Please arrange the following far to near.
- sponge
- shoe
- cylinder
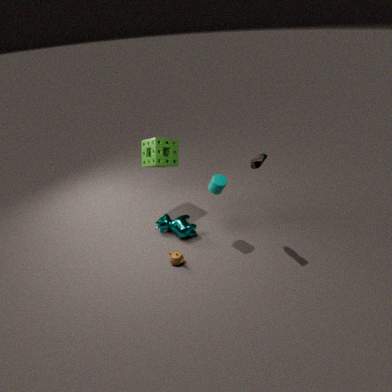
1. sponge
2. cylinder
3. shoe
